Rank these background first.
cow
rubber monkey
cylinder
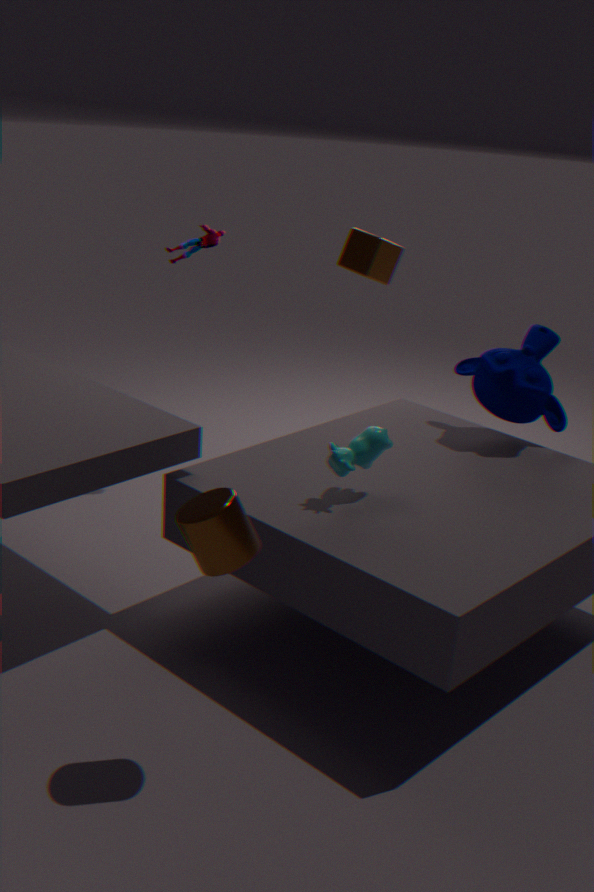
rubber monkey → cow → cylinder
